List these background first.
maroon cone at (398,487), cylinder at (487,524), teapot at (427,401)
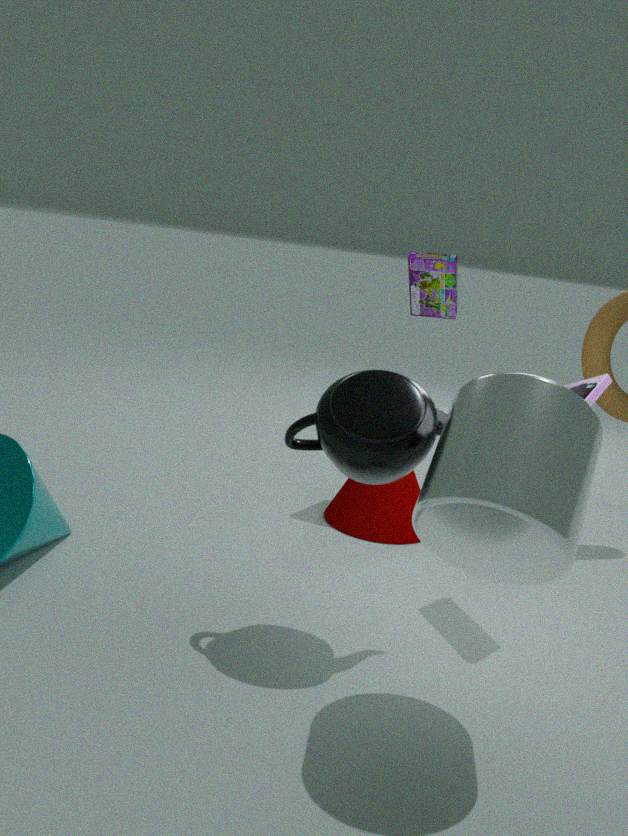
1. maroon cone at (398,487)
2. teapot at (427,401)
3. cylinder at (487,524)
